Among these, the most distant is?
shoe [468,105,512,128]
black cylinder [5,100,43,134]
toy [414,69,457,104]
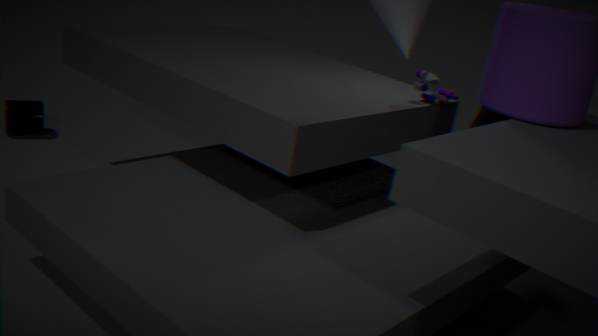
black cylinder [5,100,43,134]
